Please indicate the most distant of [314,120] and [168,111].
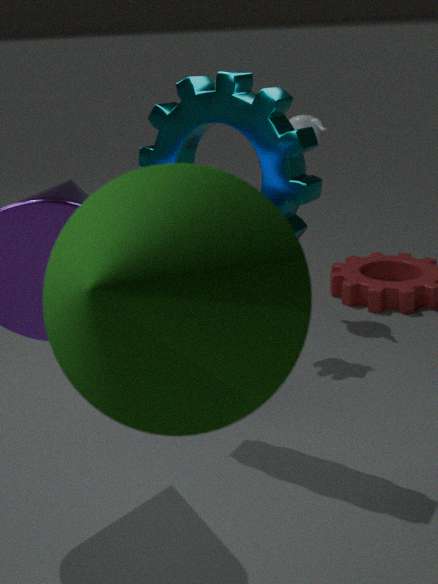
[314,120]
